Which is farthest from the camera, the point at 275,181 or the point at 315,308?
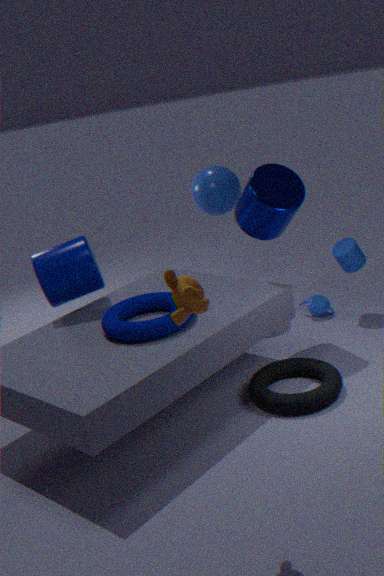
the point at 315,308
